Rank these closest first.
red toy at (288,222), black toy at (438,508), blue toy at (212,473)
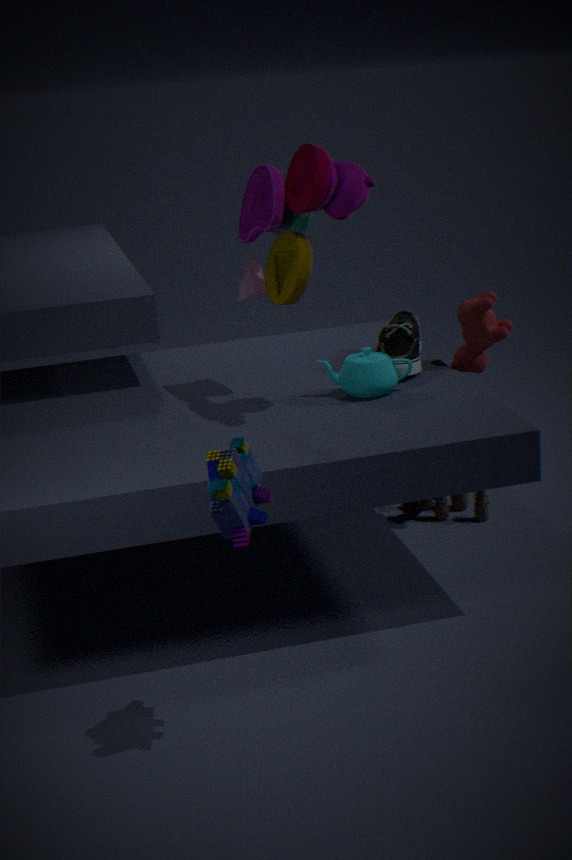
blue toy at (212,473), red toy at (288,222), black toy at (438,508)
